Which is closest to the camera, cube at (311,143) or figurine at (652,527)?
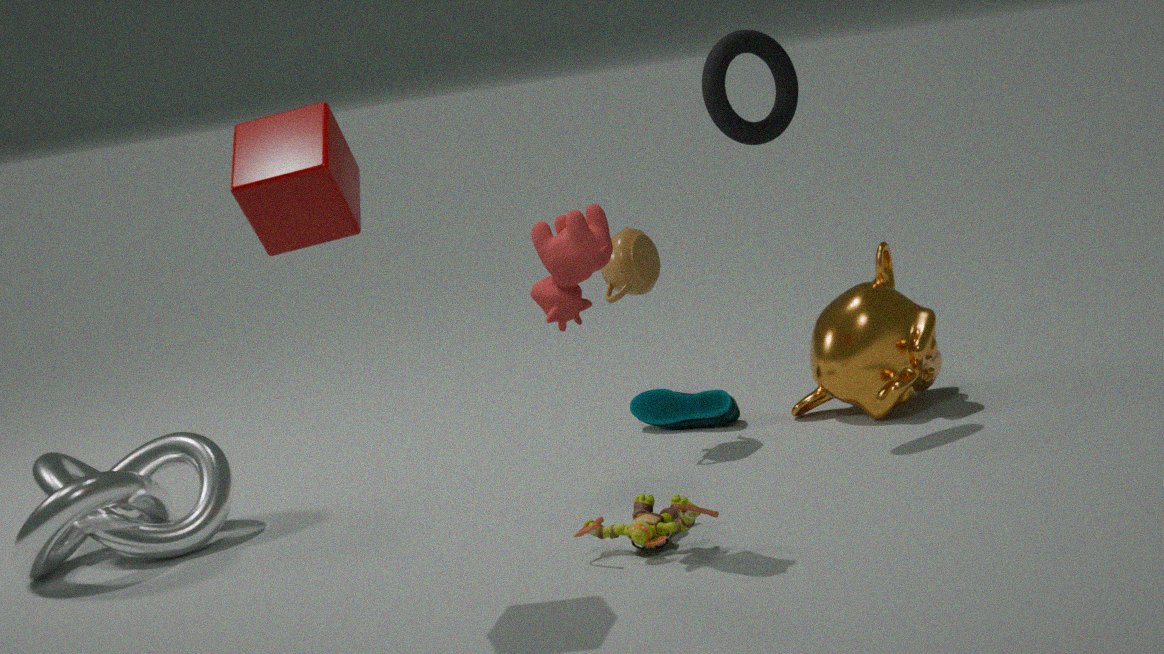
cube at (311,143)
